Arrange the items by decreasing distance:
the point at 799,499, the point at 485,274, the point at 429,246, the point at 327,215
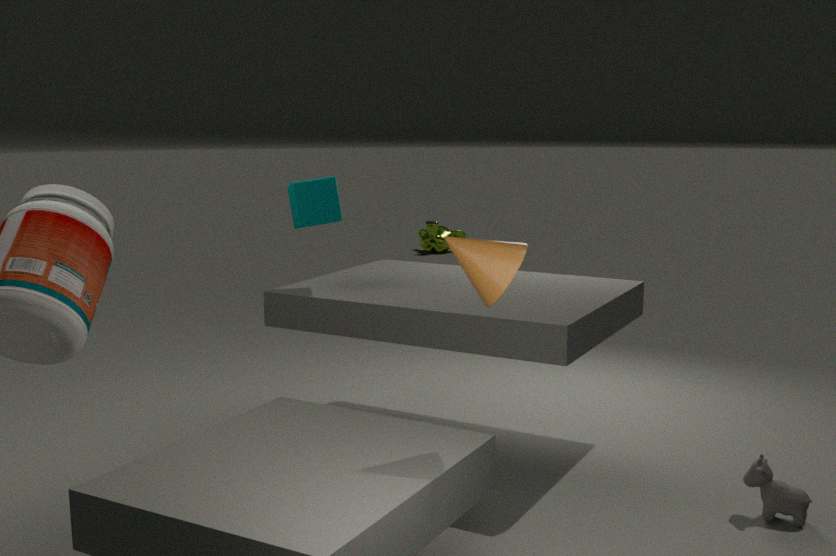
1. the point at 429,246
2. the point at 327,215
3. the point at 799,499
4. the point at 485,274
